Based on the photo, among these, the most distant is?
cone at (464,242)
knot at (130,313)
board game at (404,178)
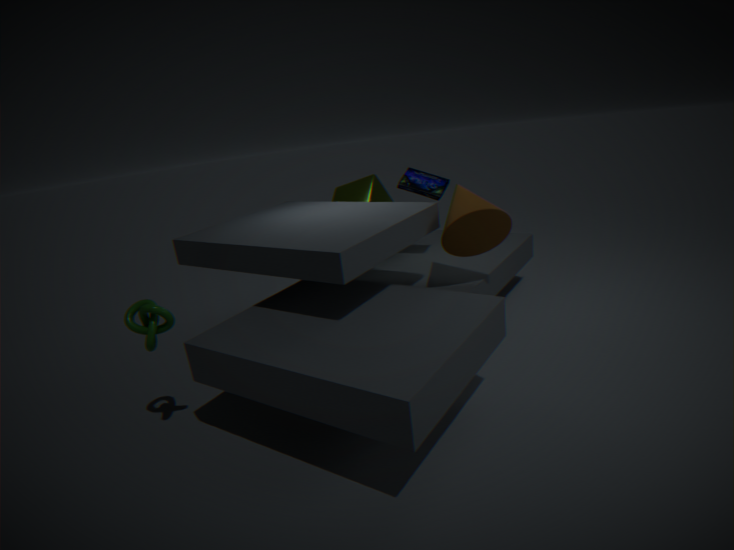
board game at (404,178)
